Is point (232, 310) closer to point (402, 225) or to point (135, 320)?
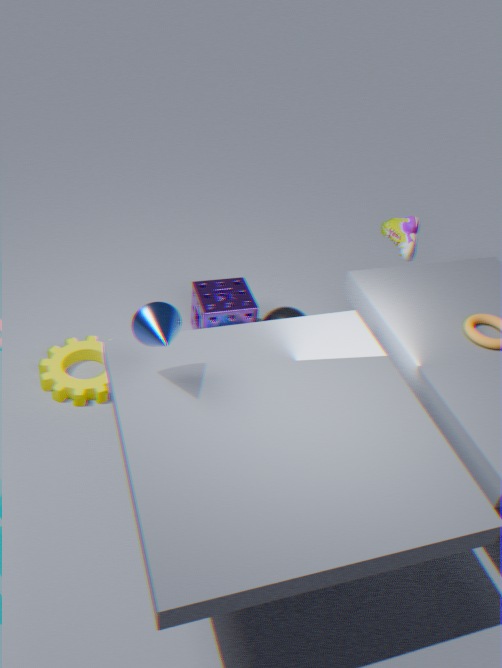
point (402, 225)
